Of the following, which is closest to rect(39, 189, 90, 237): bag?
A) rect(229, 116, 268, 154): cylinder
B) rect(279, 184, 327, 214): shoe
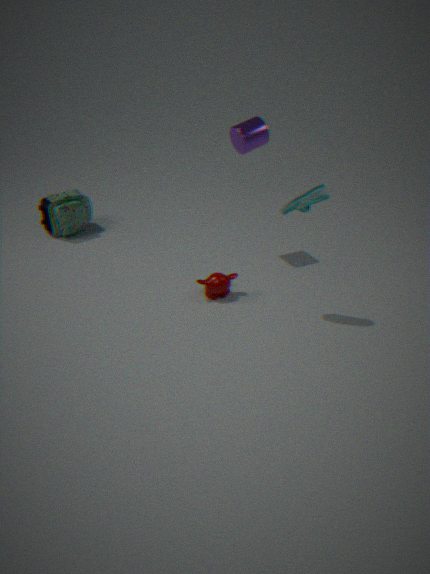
rect(229, 116, 268, 154): cylinder
